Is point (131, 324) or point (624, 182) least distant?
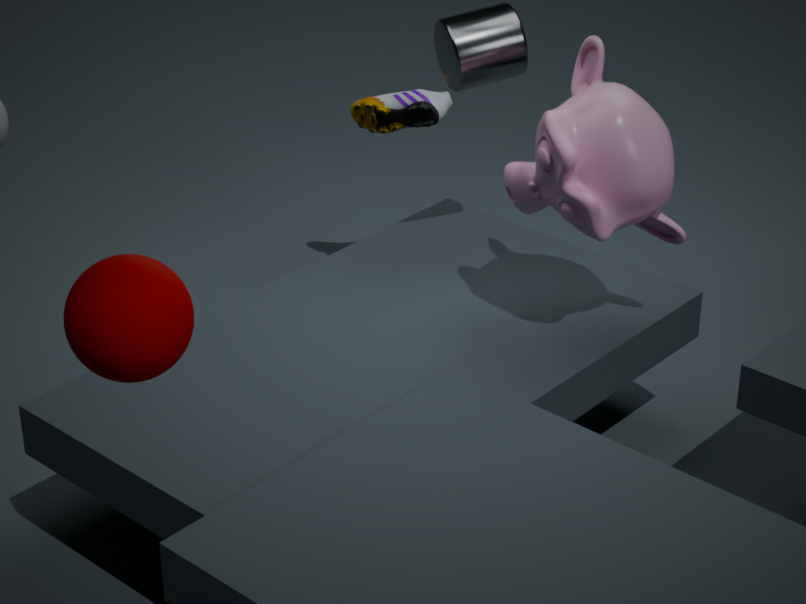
point (131, 324)
